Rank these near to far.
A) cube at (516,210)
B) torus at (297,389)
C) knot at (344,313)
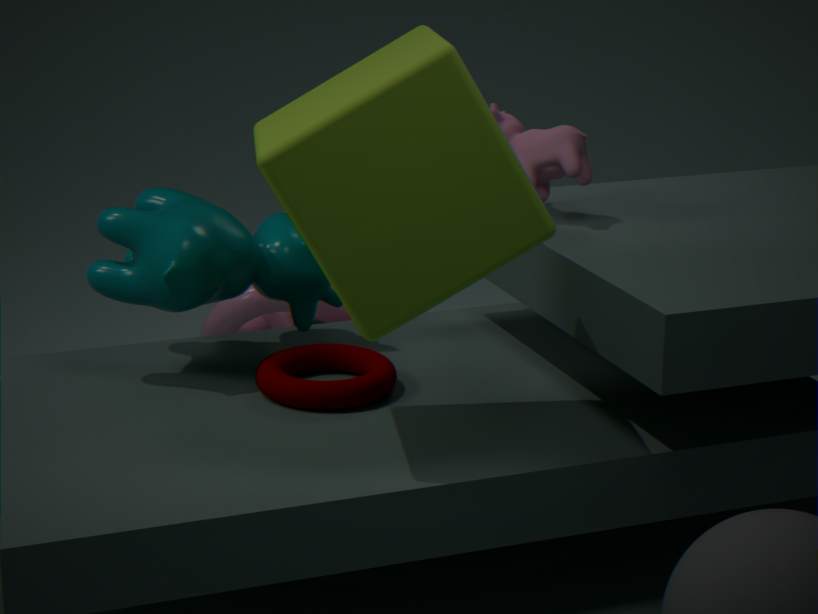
1. cube at (516,210)
2. torus at (297,389)
3. knot at (344,313)
